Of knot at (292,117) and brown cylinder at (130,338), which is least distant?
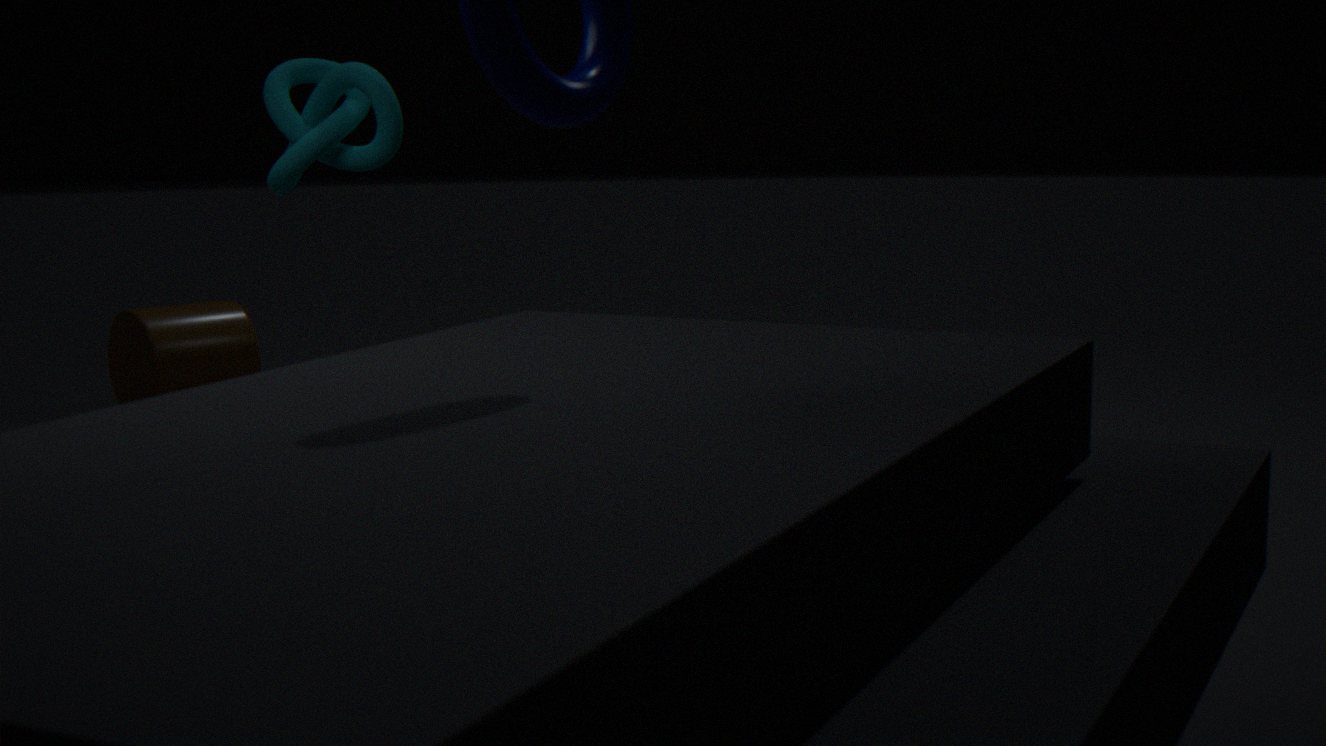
knot at (292,117)
